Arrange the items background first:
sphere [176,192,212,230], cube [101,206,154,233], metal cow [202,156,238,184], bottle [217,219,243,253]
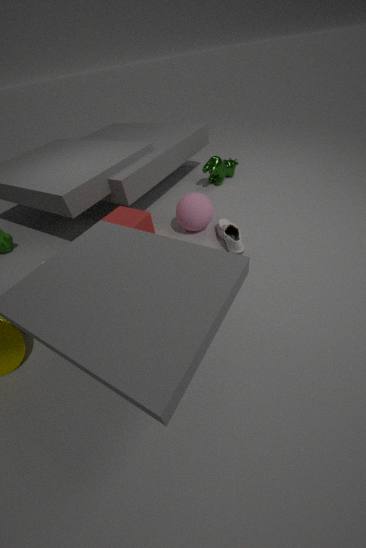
1. metal cow [202,156,238,184]
2. sphere [176,192,212,230]
3. bottle [217,219,243,253]
4. cube [101,206,154,233]
